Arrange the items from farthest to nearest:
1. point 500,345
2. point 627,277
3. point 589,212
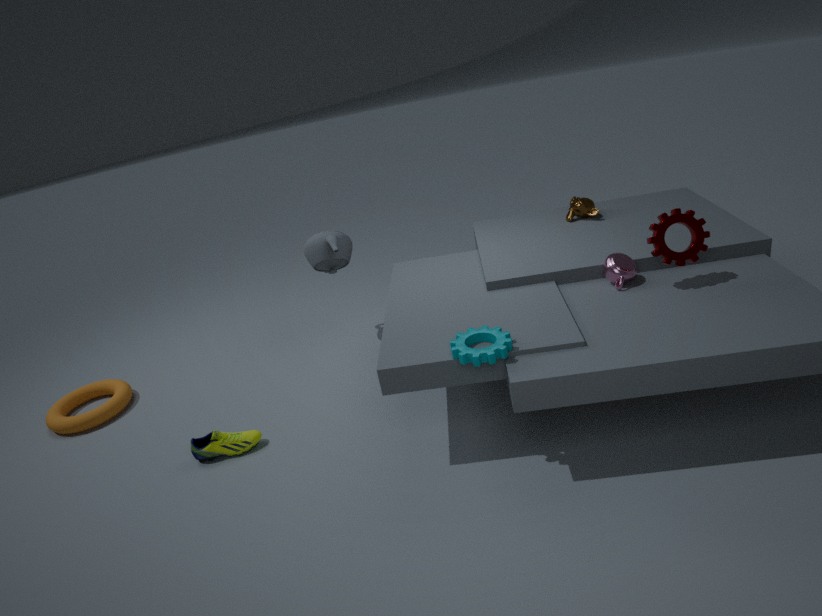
point 589,212, point 627,277, point 500,345
